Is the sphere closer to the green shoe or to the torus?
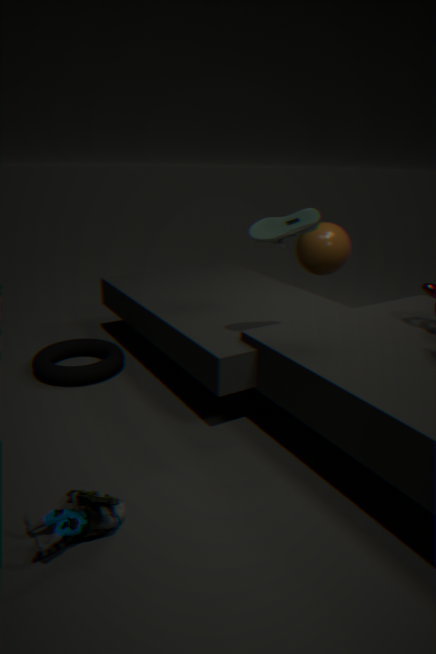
the green shoe
